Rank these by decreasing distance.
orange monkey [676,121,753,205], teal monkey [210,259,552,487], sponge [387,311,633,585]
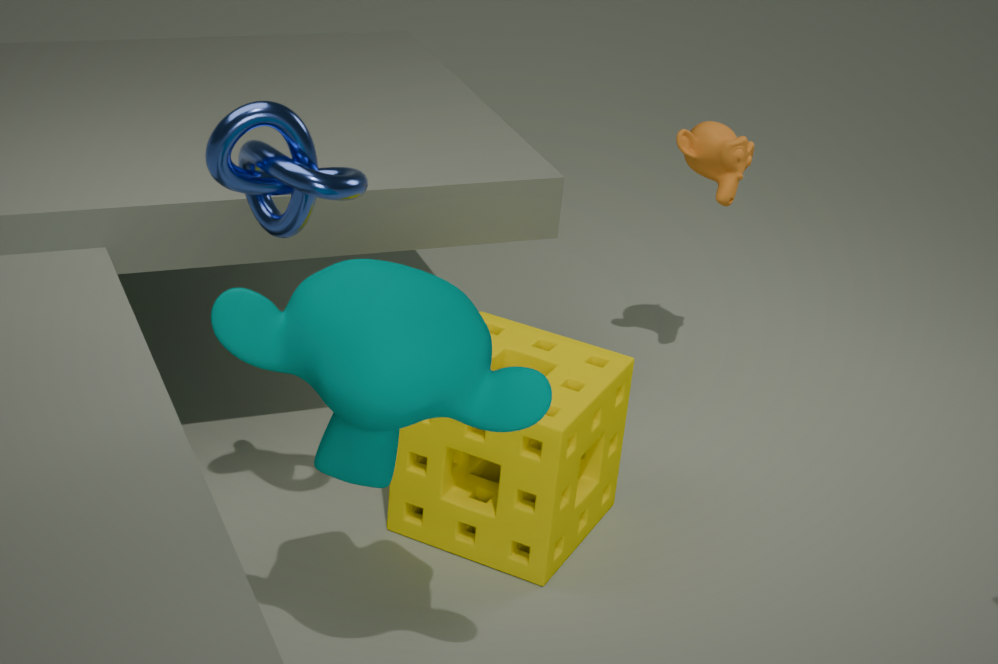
orange monkey [676,121,753,205], sponge [387,311,633,585], teal monkey [210,259,552,487]
